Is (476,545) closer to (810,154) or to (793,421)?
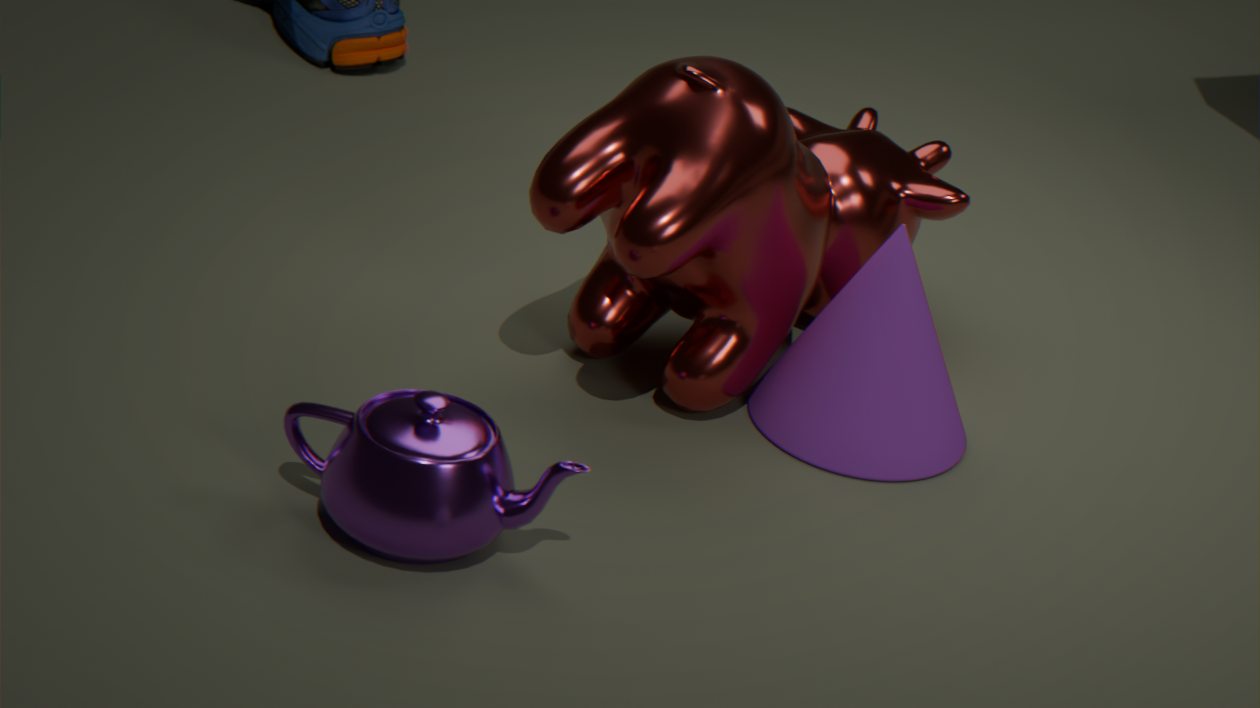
(810,154)
